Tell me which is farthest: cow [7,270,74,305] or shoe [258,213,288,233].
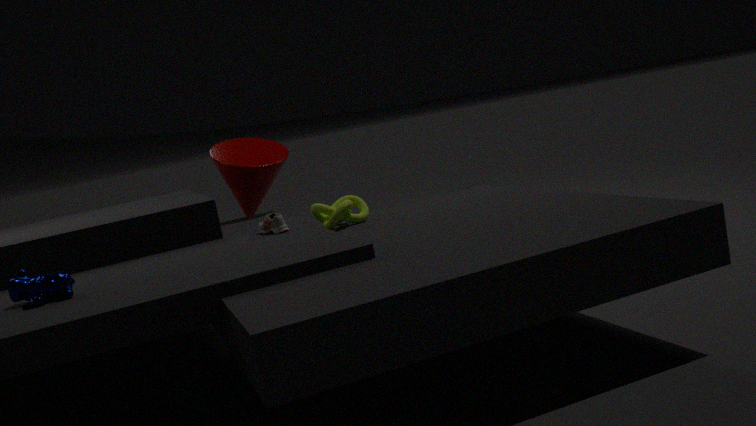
shoe [258,213,288,233]
